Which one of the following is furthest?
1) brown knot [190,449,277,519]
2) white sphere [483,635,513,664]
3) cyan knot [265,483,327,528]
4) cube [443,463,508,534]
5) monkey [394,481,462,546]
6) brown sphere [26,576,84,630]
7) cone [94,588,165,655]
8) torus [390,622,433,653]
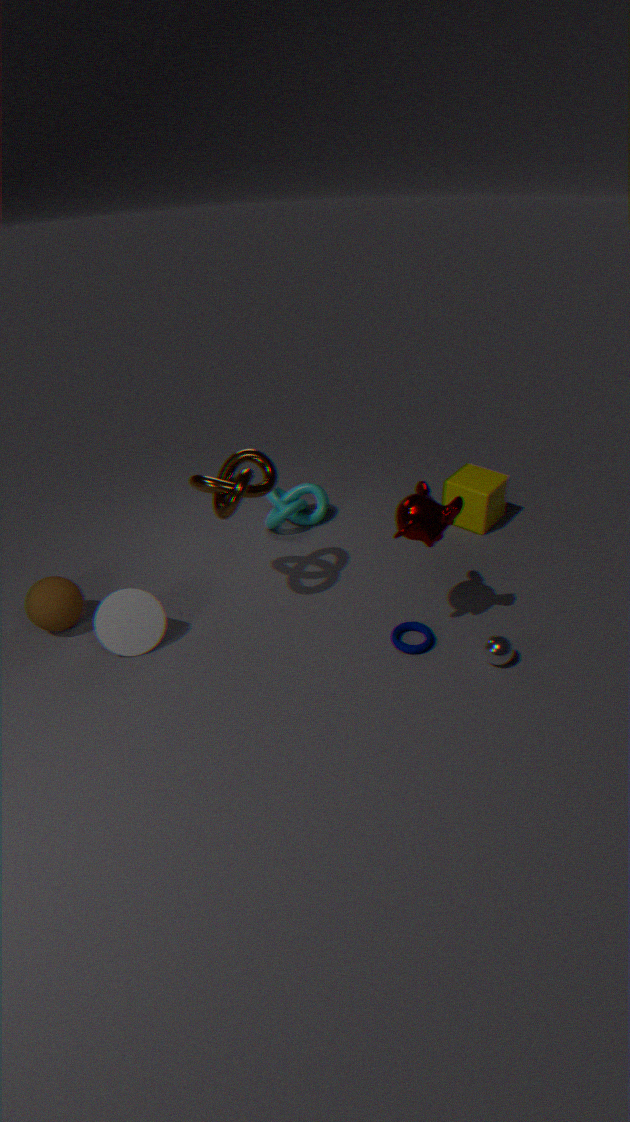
3. cyan knot [265,483,327,528]
